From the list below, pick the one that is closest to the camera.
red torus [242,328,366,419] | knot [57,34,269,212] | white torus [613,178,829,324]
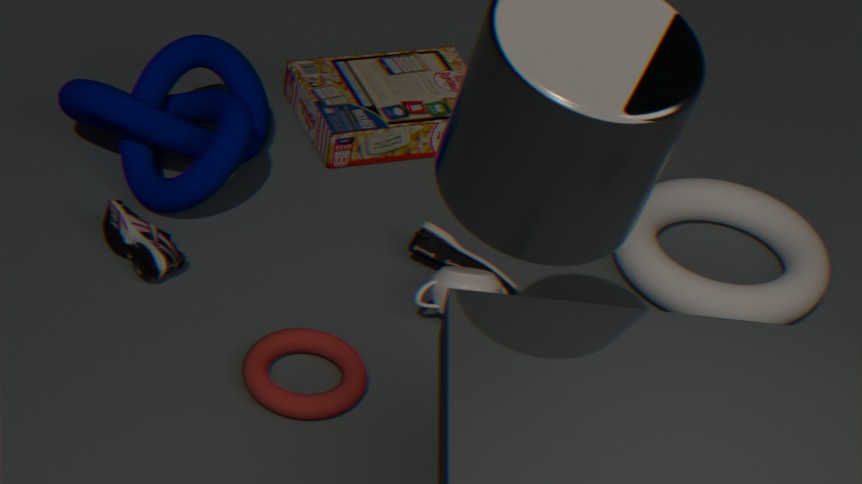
red torus [242,328,366,419]
